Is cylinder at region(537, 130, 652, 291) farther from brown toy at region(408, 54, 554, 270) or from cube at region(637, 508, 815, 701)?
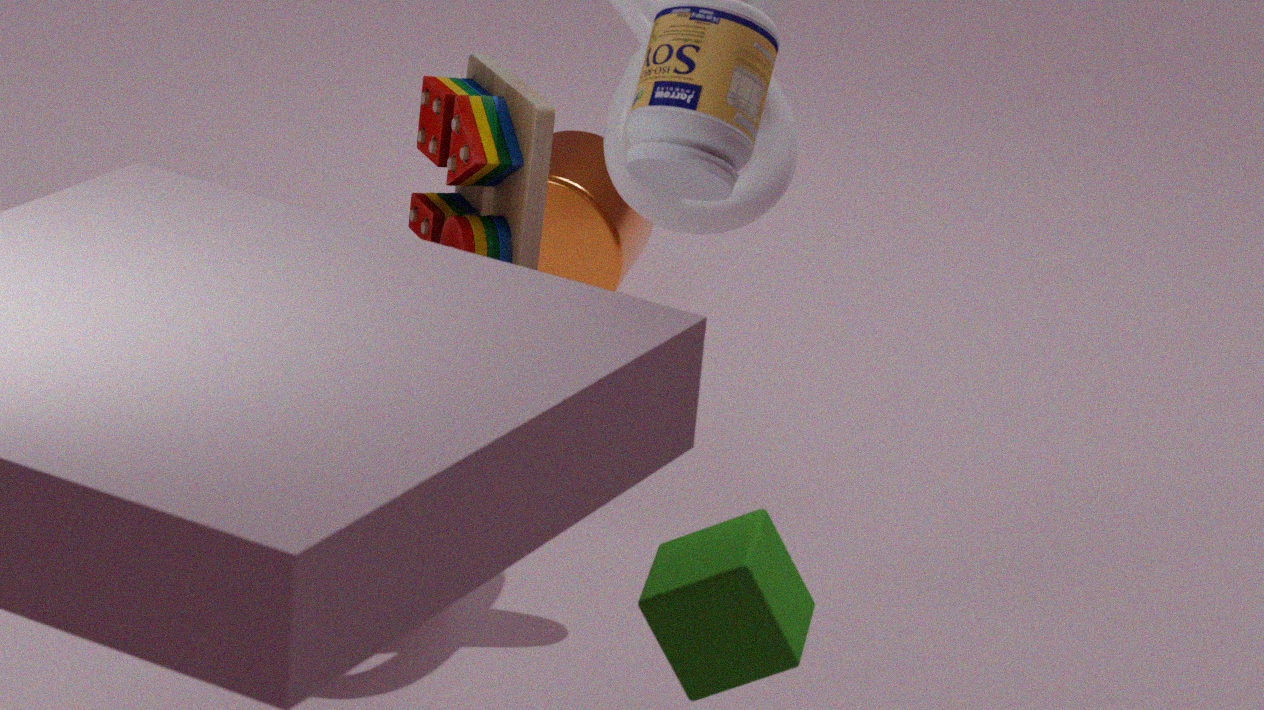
cube at region(637, 508, 815, 701)
